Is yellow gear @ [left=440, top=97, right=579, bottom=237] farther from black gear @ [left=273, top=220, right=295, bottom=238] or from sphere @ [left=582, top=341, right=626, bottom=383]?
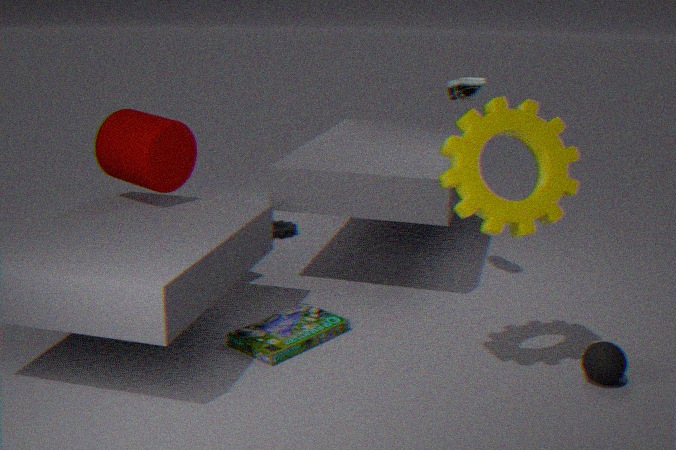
black gear @ [left=273, top=220, right=295, bottom=238]
